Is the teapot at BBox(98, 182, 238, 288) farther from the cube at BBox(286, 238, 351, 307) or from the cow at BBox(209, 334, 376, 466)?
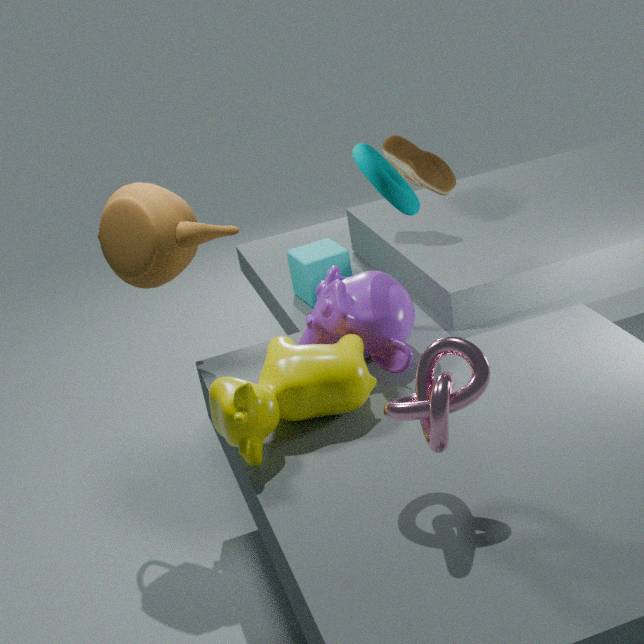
the cube at BBox(286, 238, 351, 307)
